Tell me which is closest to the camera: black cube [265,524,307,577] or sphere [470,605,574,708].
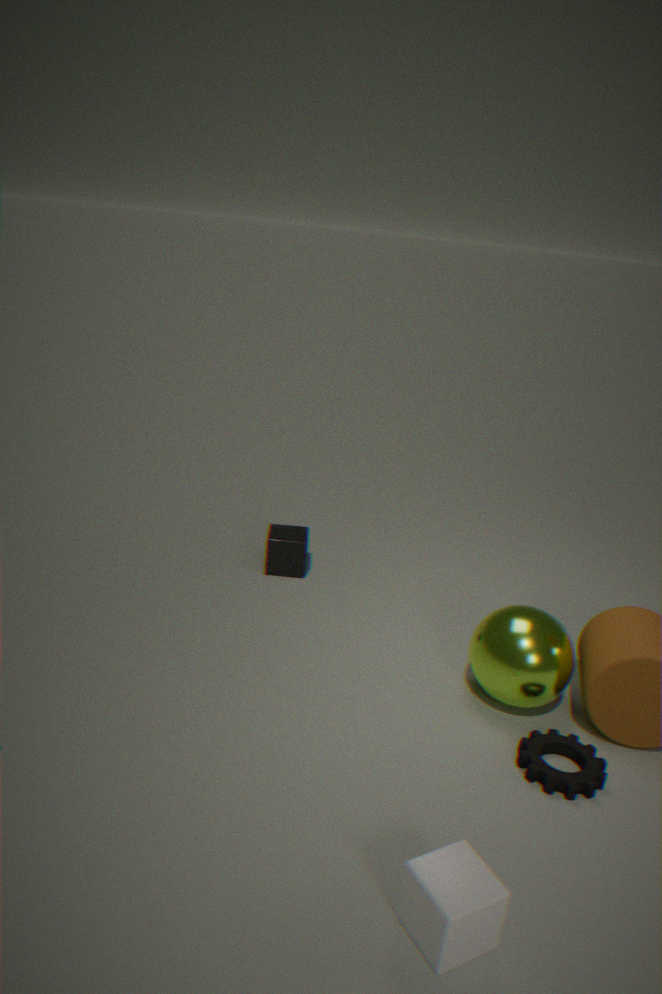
sphere [470,605,574,708]
